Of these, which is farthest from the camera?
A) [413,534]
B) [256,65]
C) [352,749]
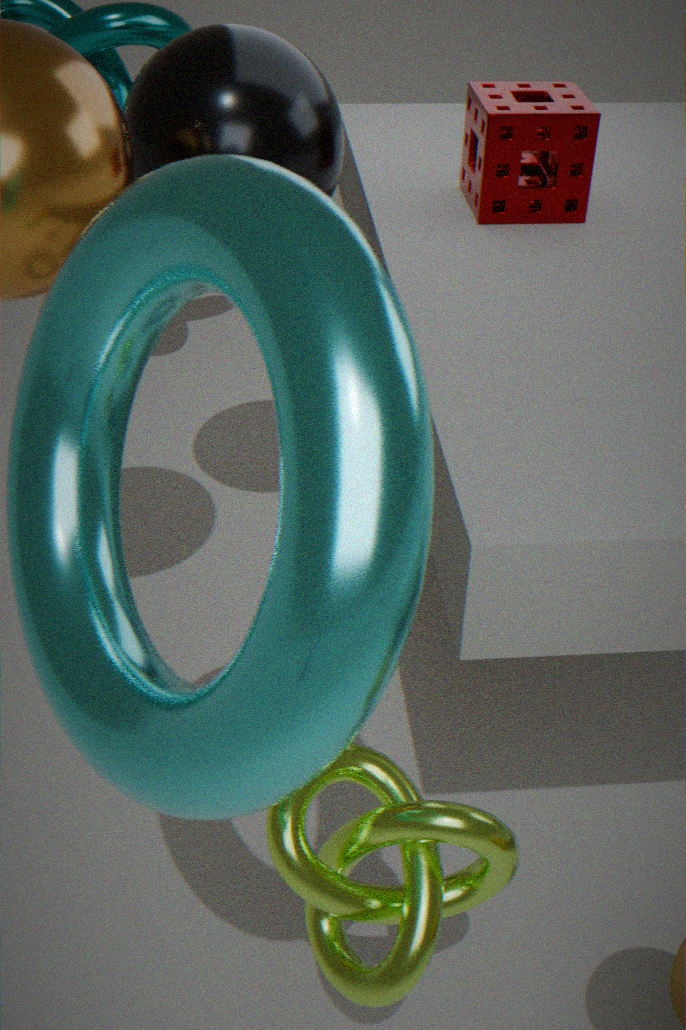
[256,65]
